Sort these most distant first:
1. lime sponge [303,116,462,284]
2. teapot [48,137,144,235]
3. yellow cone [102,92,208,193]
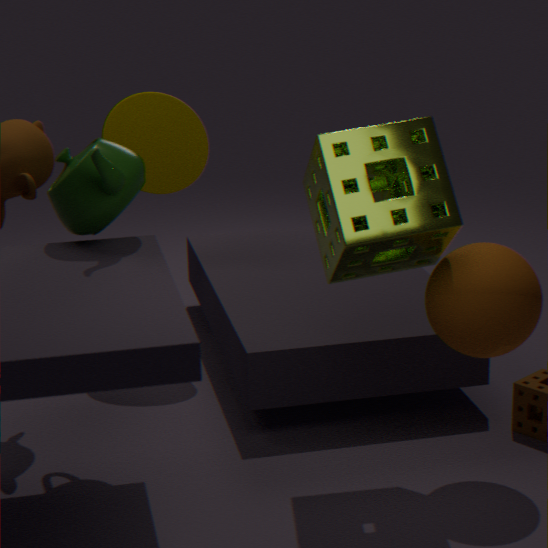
yellow cone [102,92,208,193]
teapot [48,137,144,235]
lime sponge [303,116,462,284]
